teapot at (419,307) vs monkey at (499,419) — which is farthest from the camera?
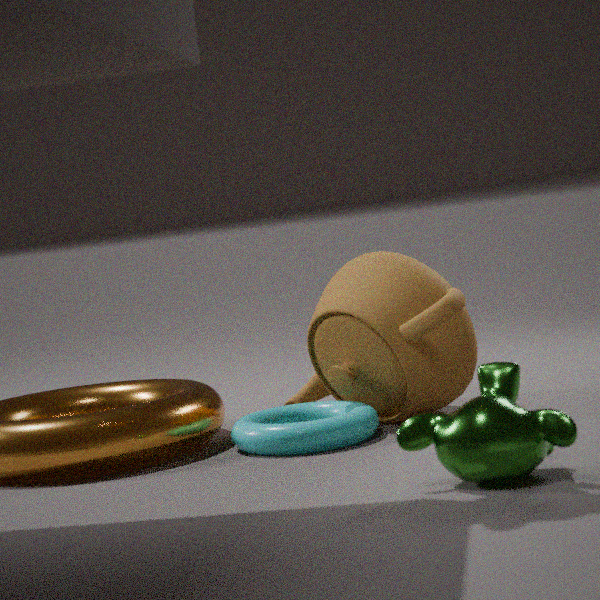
teapot at (419,307)
